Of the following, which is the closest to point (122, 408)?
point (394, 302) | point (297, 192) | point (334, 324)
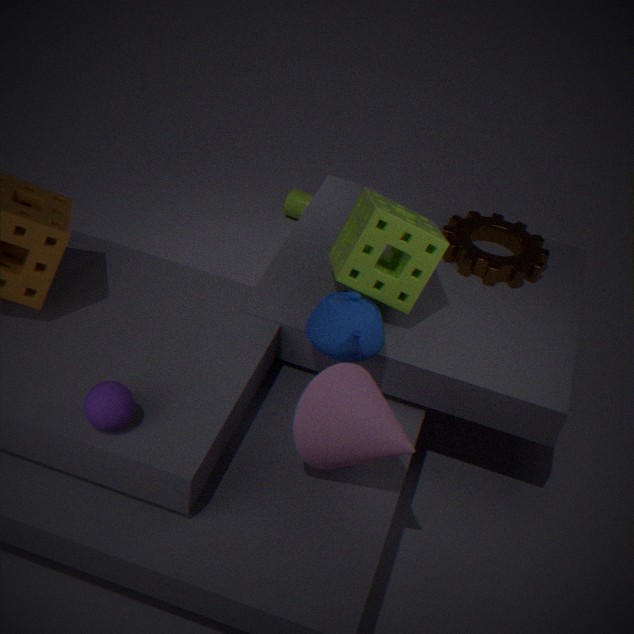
point (334, 324)
